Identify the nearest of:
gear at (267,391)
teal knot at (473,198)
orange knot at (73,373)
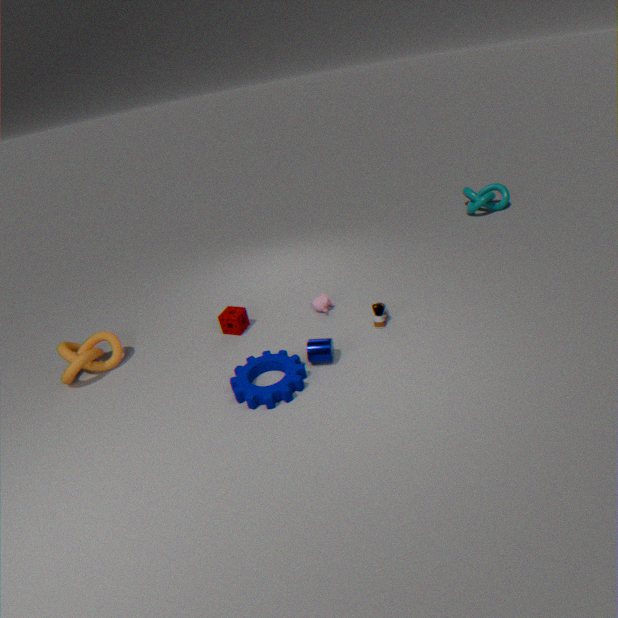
gear at (267,391)
